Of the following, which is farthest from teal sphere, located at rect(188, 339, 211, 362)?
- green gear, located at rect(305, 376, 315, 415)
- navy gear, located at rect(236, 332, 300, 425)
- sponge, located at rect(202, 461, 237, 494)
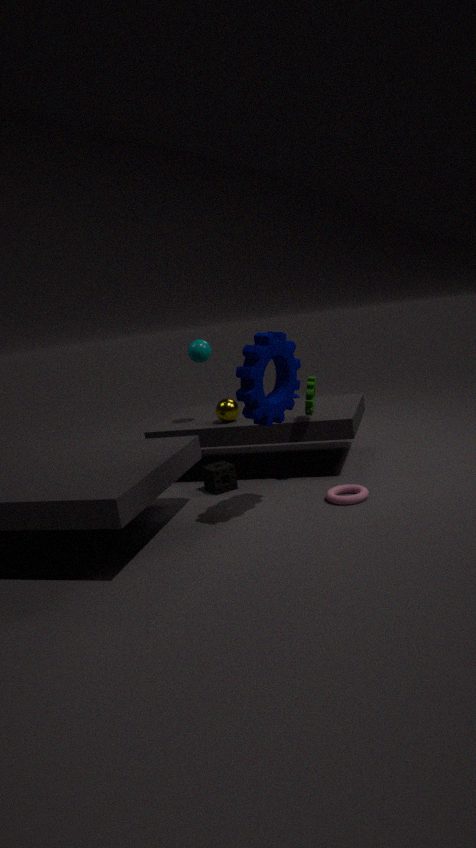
navy gear, located at rect(236, 332, 300, 425)
